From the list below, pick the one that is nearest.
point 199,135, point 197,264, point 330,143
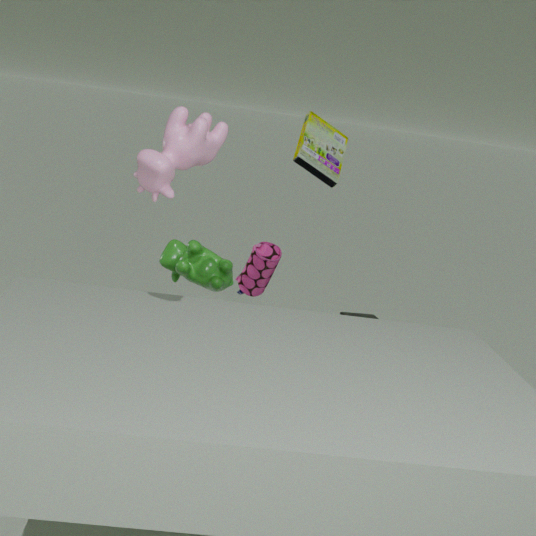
point 199,135
